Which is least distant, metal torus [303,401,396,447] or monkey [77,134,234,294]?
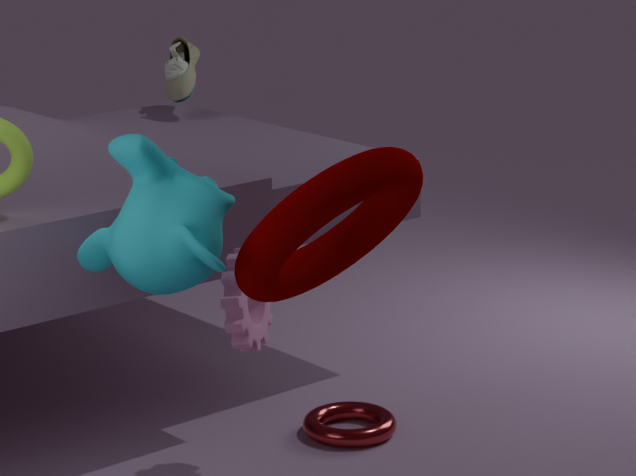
monkey [77,134,234,294]
